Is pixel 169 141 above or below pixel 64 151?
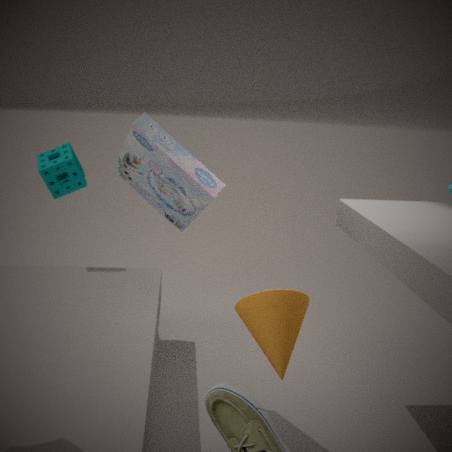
above
